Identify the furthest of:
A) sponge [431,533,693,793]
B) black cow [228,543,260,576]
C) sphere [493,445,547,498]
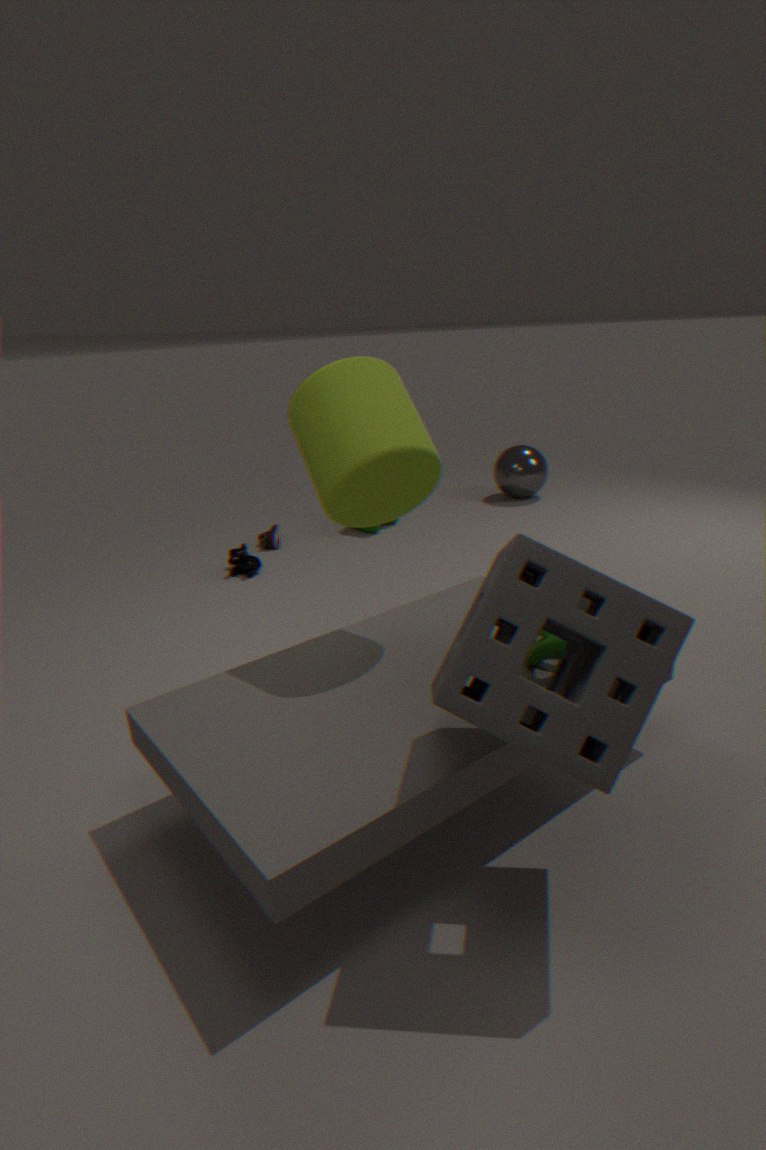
sphere [493,445,547,498]
